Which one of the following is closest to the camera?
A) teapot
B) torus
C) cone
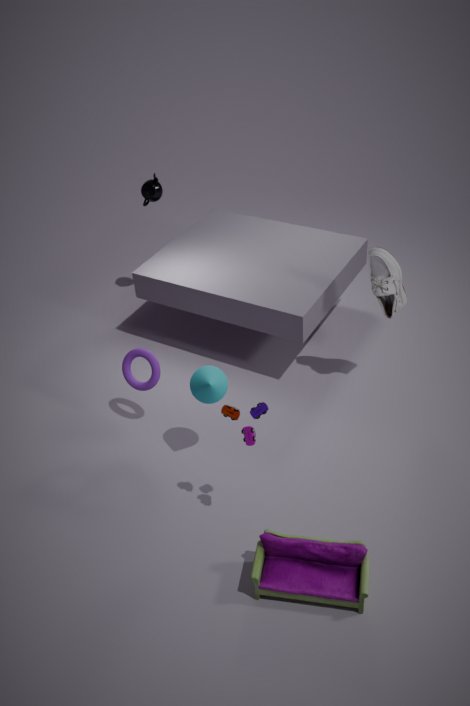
cone
